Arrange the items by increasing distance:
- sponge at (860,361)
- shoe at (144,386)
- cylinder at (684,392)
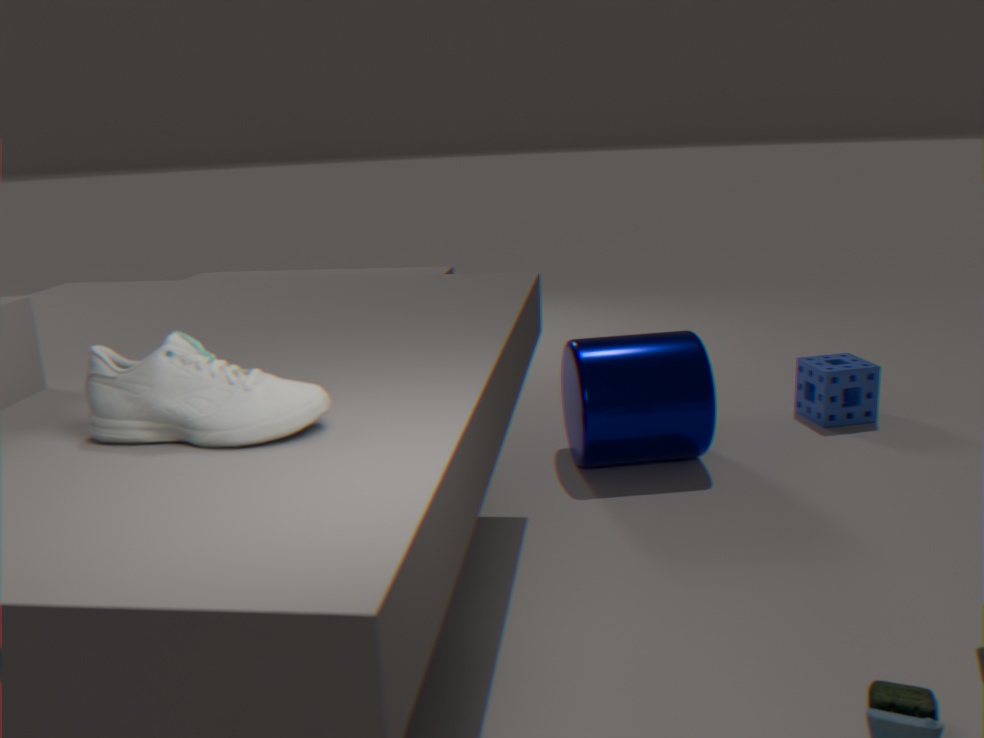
shoe at (144,386) → cylinder at (684,392) → sponge at (860,361)
